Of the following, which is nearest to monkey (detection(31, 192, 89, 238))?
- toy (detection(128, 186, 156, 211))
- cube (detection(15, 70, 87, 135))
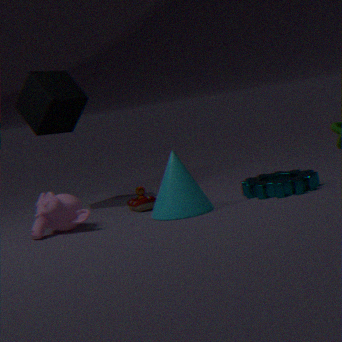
toy (detection(128, 186, 156, 211))
